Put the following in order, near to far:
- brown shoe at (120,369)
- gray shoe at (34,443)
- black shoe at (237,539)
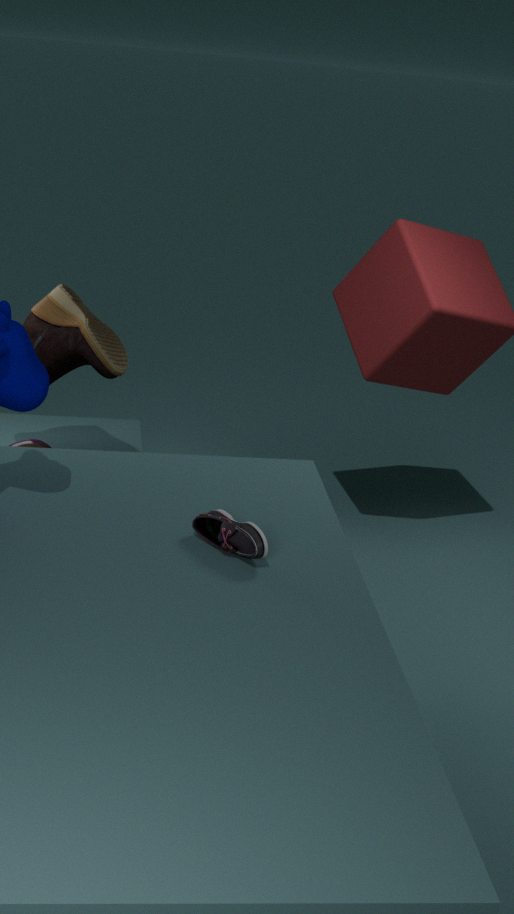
black shoe at (237,539) < brown shoe at (120,369) < gray shoe at (34,443)
